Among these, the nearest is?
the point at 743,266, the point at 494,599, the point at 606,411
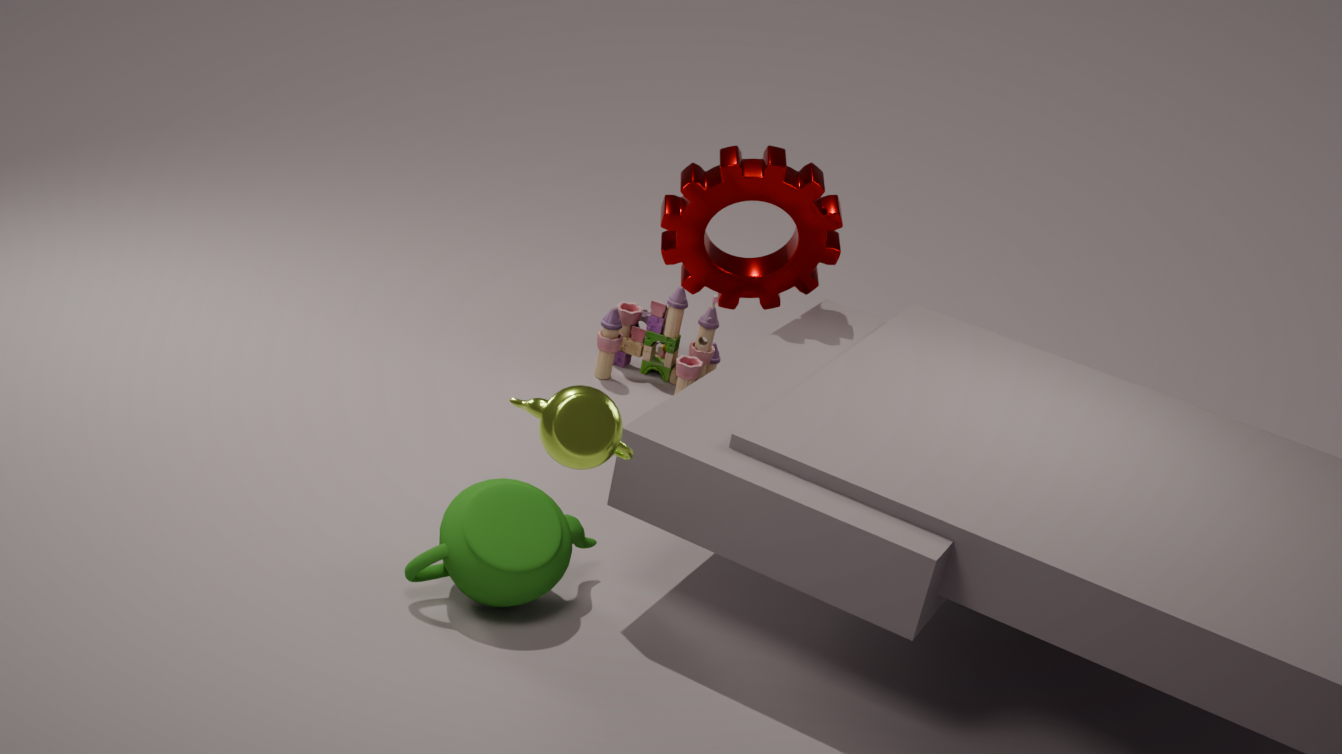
the point at 606,411
